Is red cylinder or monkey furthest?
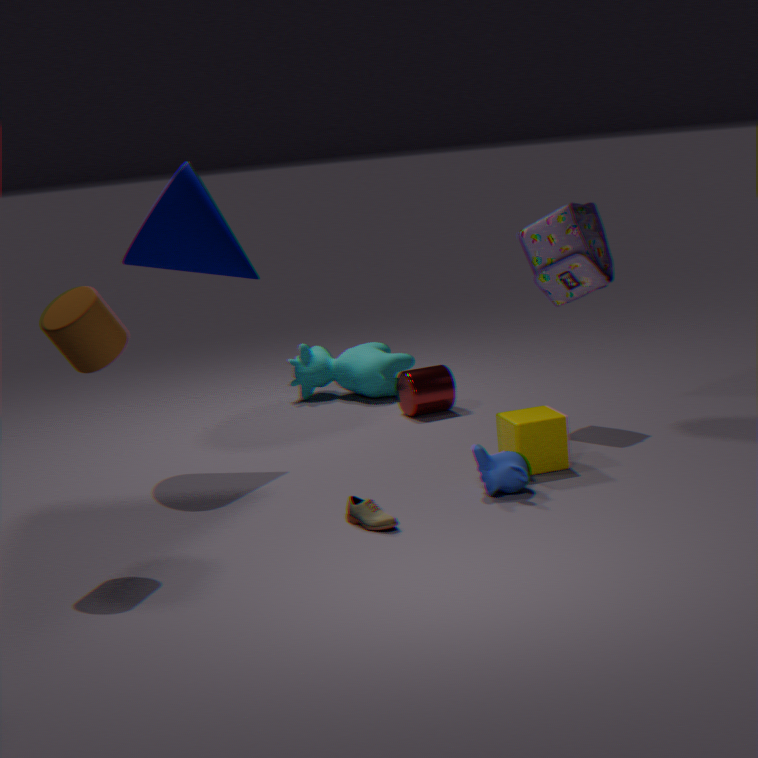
red cylinder
